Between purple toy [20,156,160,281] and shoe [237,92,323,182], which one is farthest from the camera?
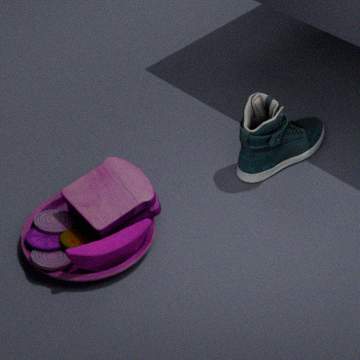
shoe [237,92,323,182]
